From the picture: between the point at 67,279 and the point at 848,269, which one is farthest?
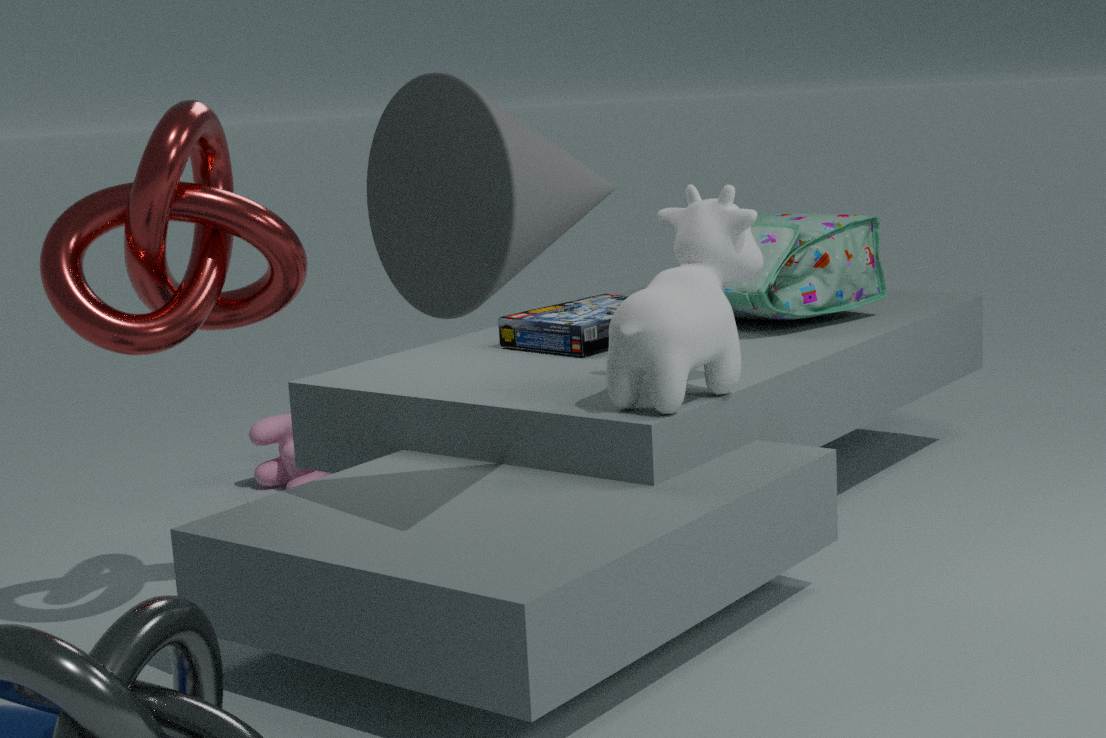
the point at 848,269
